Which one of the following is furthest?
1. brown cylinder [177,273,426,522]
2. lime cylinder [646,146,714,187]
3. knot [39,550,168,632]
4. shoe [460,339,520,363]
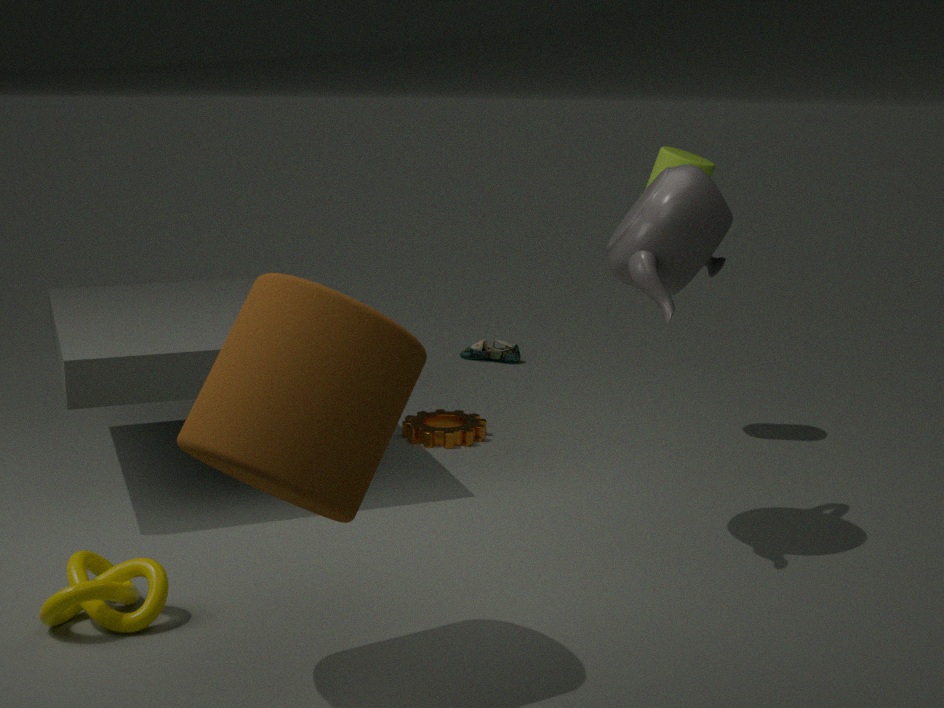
shoe [460,339,520,363]
